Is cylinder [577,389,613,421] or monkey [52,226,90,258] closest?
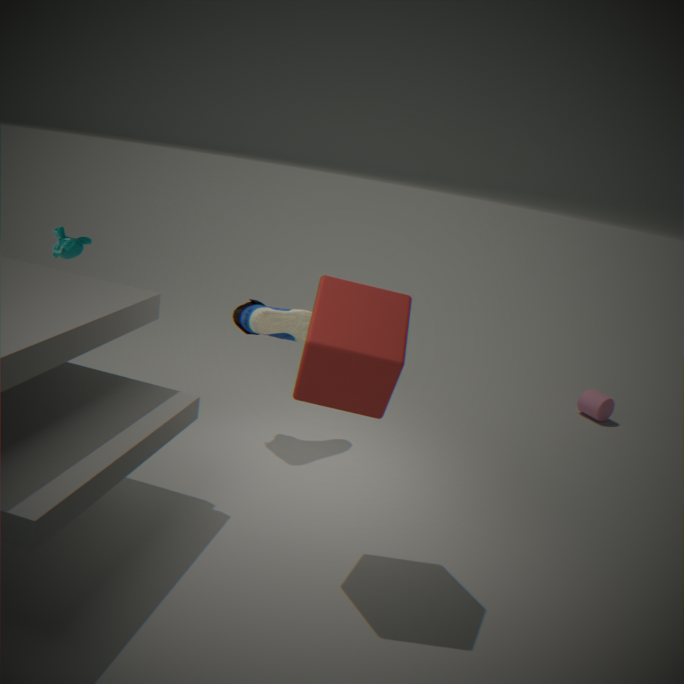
monkey [52,226,90,258]
